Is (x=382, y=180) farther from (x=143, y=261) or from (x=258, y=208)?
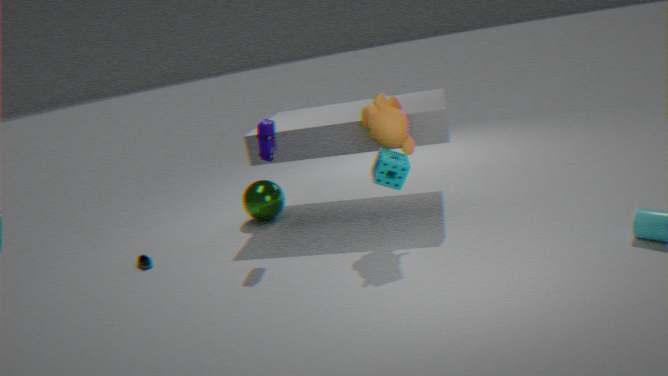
(x=143, y=261)
